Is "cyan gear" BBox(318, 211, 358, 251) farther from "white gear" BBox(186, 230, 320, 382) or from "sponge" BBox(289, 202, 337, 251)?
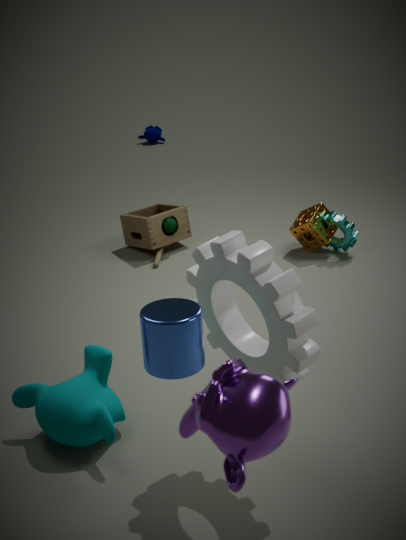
"white gear" BBox(186, 230, 320, 382)
